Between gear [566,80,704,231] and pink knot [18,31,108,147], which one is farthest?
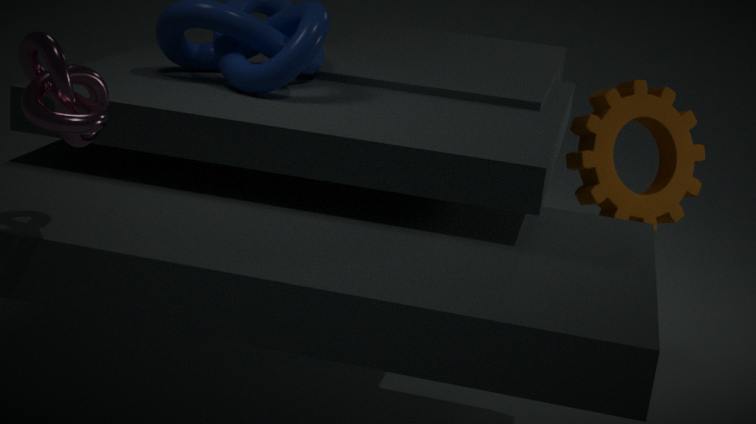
gear [566,80,704,231]
